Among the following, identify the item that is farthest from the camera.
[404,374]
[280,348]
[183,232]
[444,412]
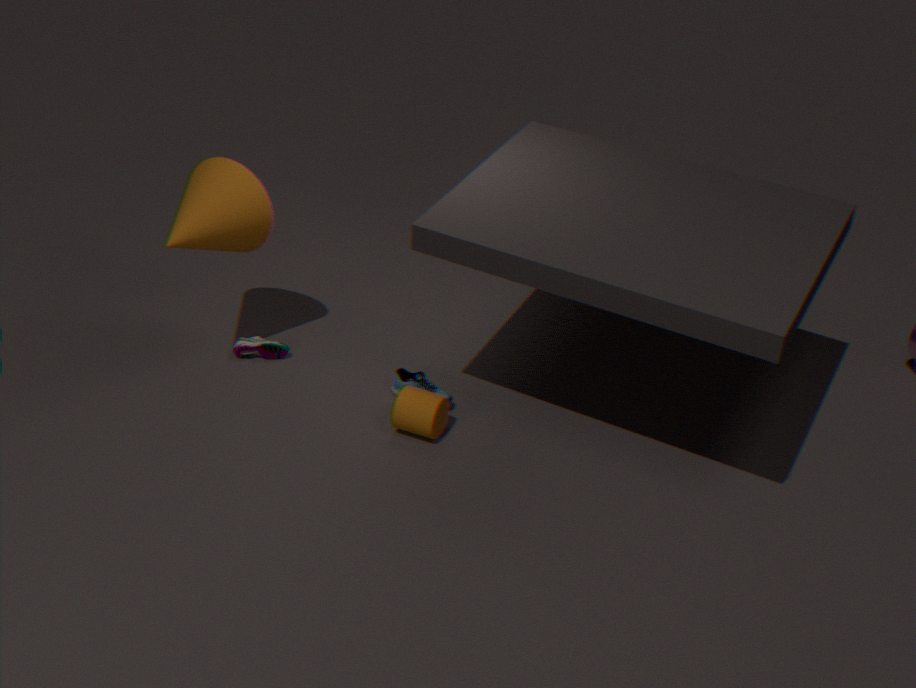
[280,348]
